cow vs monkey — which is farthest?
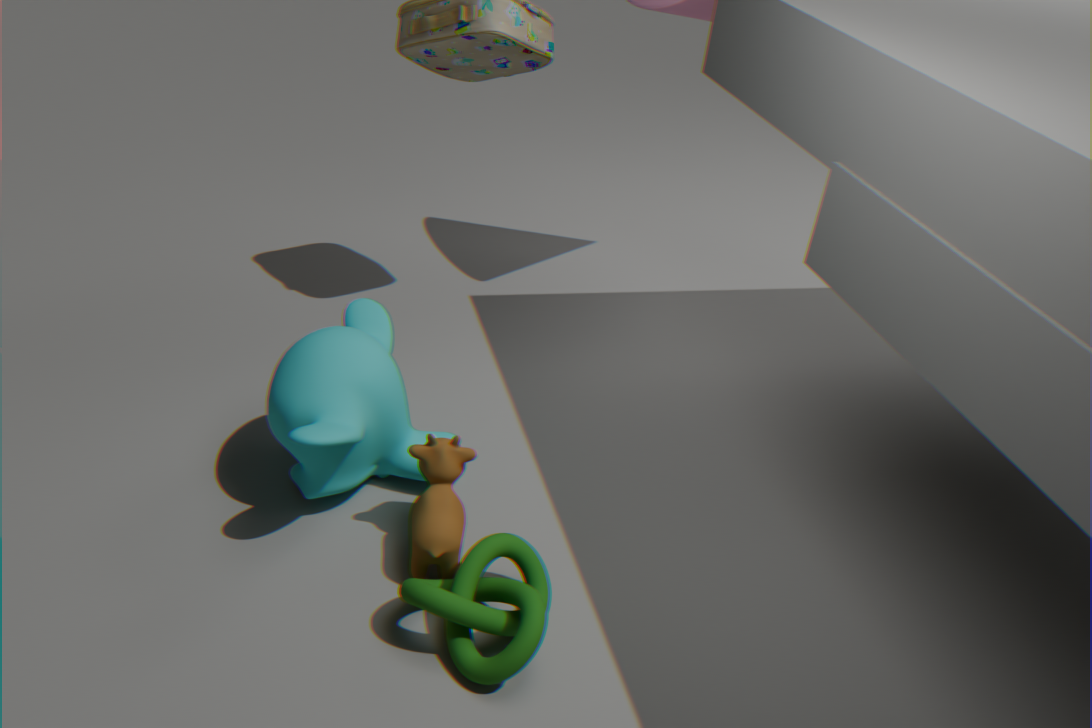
monkey
